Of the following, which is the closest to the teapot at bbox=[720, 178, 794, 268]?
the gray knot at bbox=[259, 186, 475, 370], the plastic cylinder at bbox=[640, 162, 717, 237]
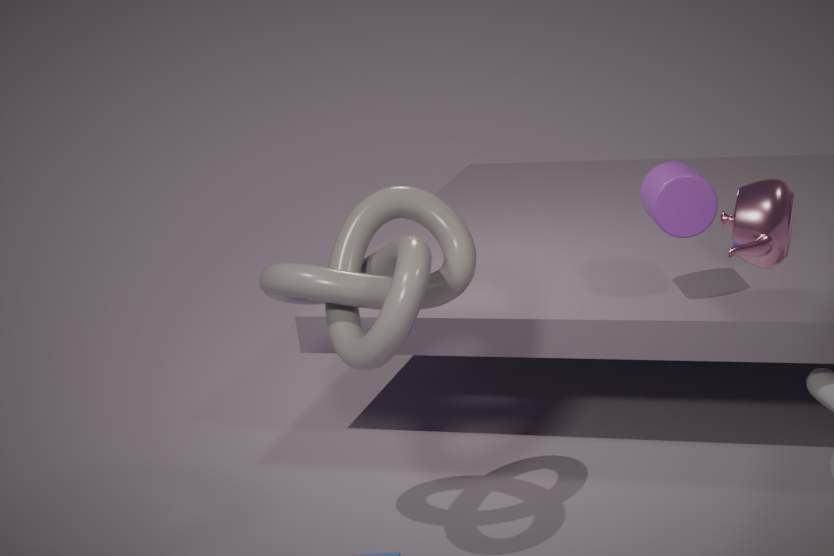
the gray knot at bbox=[259, 186, 475, 370]
